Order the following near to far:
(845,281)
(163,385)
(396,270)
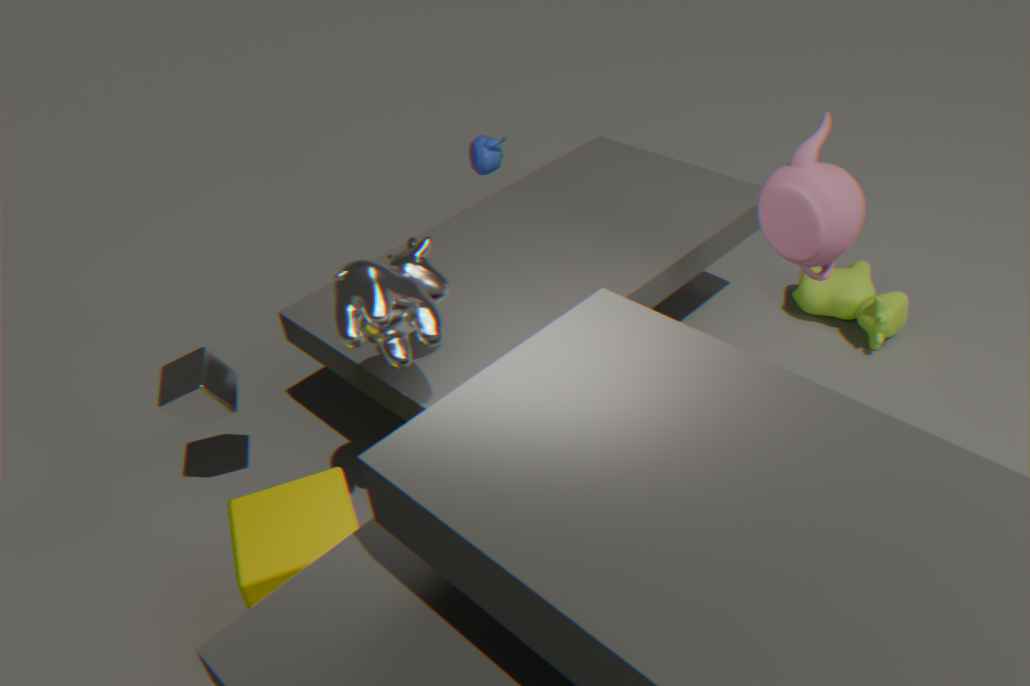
(396,270)
(163,385)
(845,281)
